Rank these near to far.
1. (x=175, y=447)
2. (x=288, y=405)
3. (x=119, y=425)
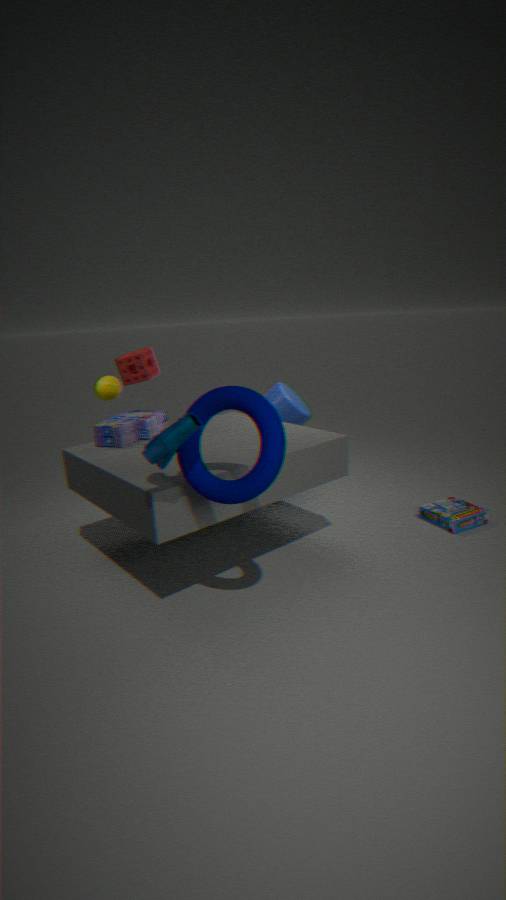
(x=175, y=447) < (x=119, y=425) < (x=288, y=405)
